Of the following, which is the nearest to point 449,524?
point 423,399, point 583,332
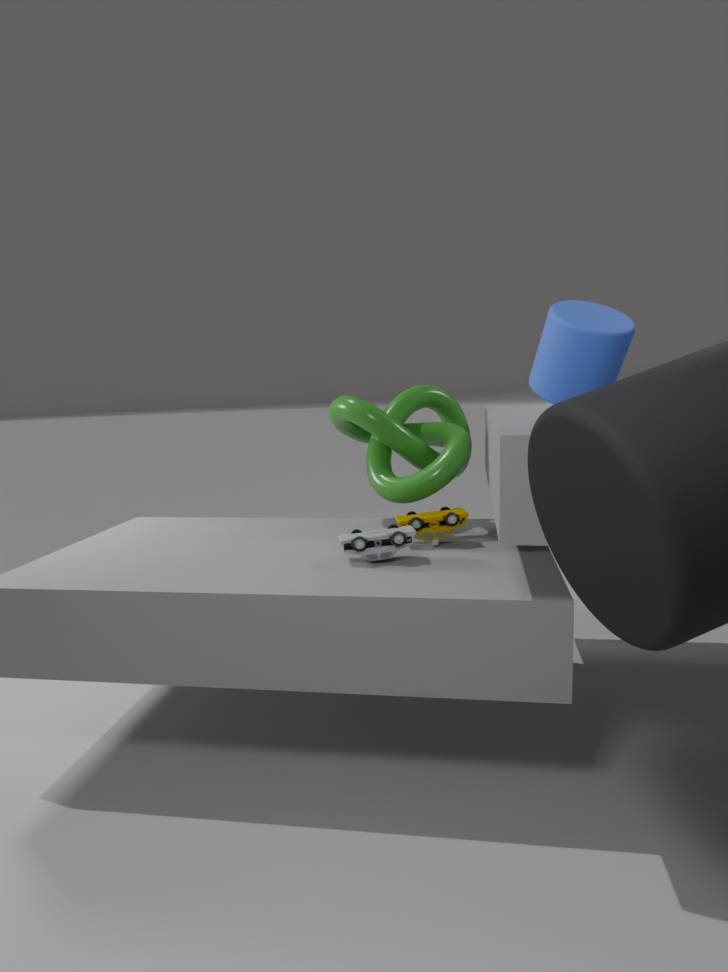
point 423,399
